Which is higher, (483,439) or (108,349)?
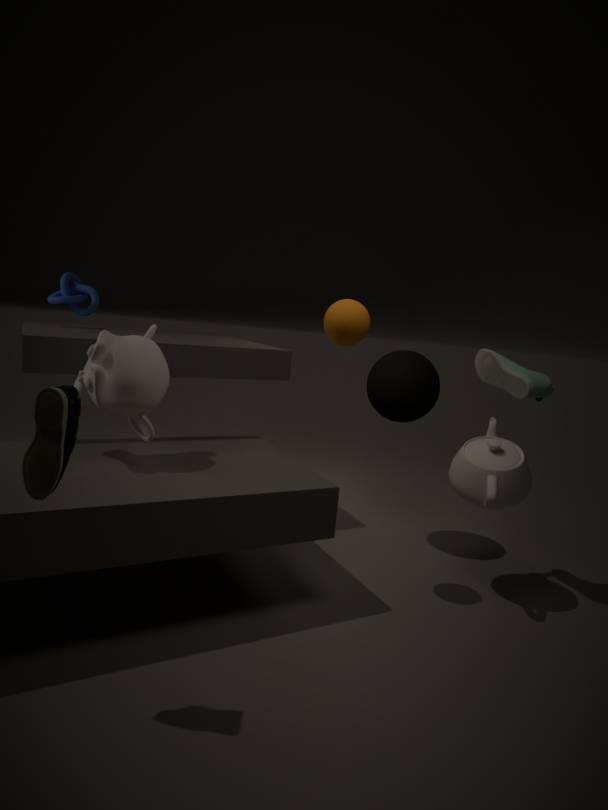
(108,349)
